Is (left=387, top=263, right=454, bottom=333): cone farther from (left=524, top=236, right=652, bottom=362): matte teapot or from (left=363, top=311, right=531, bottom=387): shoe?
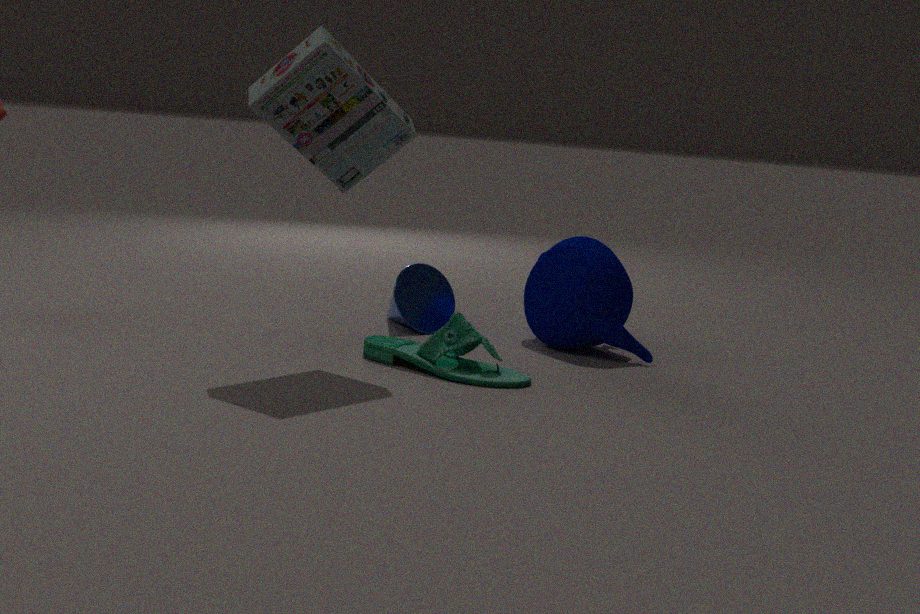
(left=363, top=311, right=531, bottom=387): shoe
